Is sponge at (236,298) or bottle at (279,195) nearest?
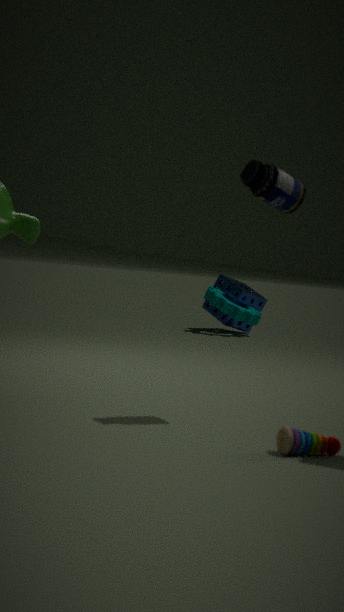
bottle at (279,195)
